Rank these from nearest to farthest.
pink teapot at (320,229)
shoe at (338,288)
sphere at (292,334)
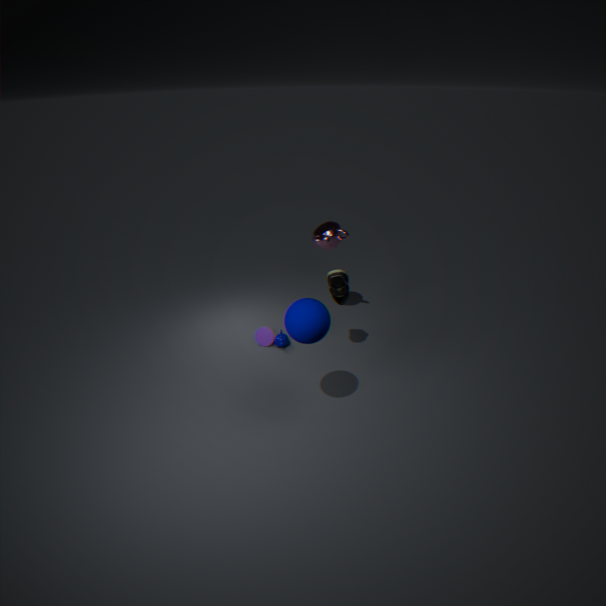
sphere at (292,334) → shoe at (338,288) → pink teapot at (320,229)
